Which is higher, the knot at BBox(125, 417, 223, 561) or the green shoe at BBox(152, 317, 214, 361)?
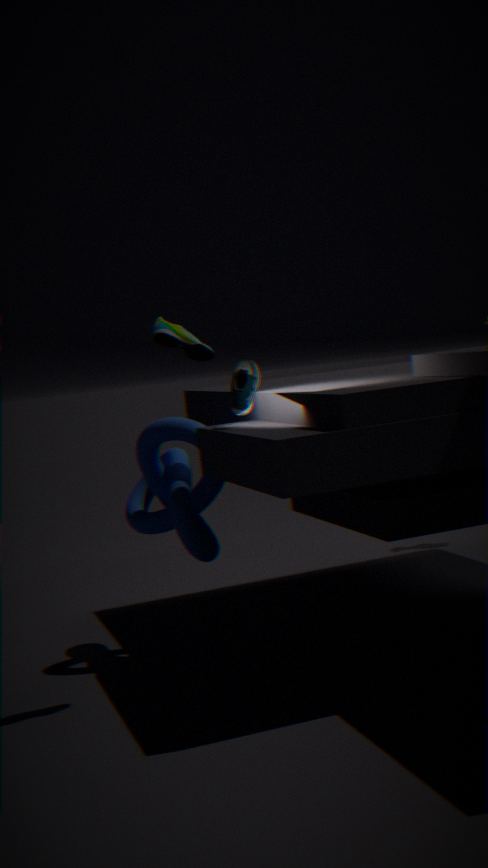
the green shoe at BBox(152, 317, 214, 361)
